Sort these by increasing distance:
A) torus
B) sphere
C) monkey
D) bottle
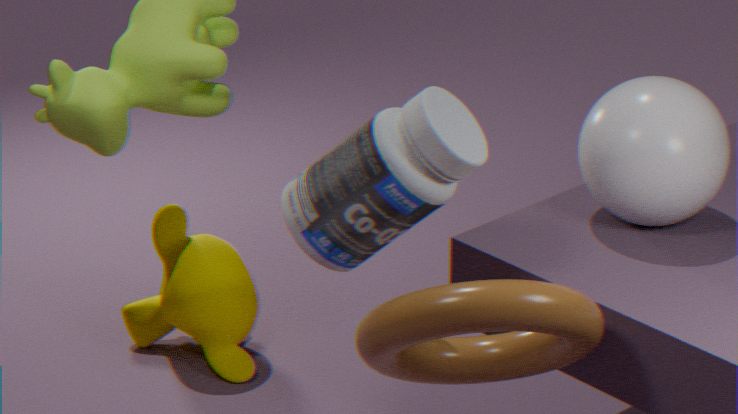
torus → bottle → sphere → monkey
